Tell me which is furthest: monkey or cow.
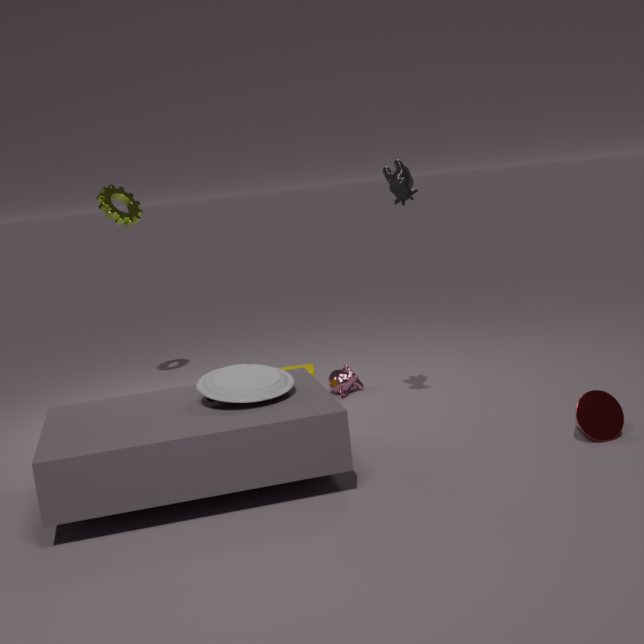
monkey
